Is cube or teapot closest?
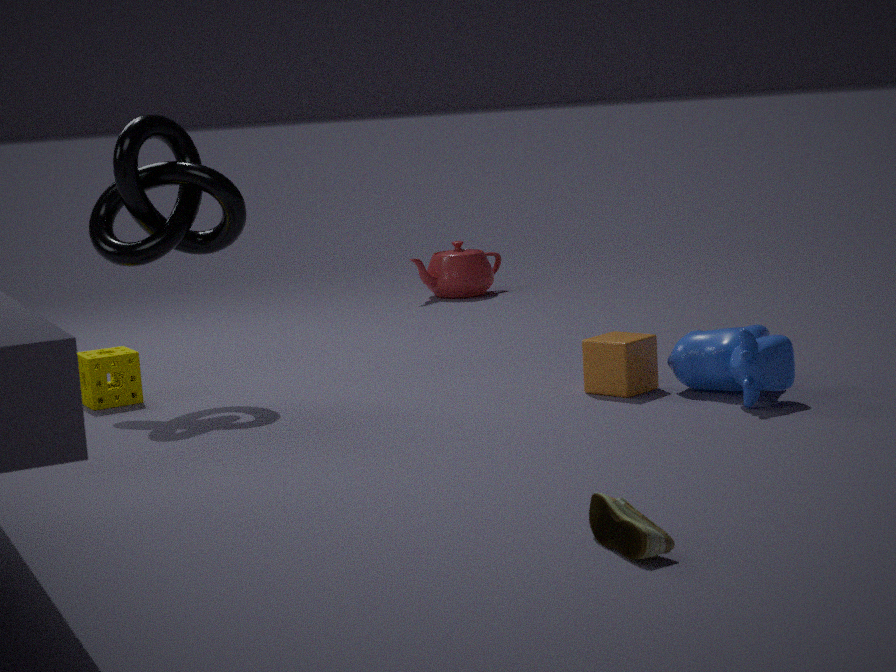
cube
